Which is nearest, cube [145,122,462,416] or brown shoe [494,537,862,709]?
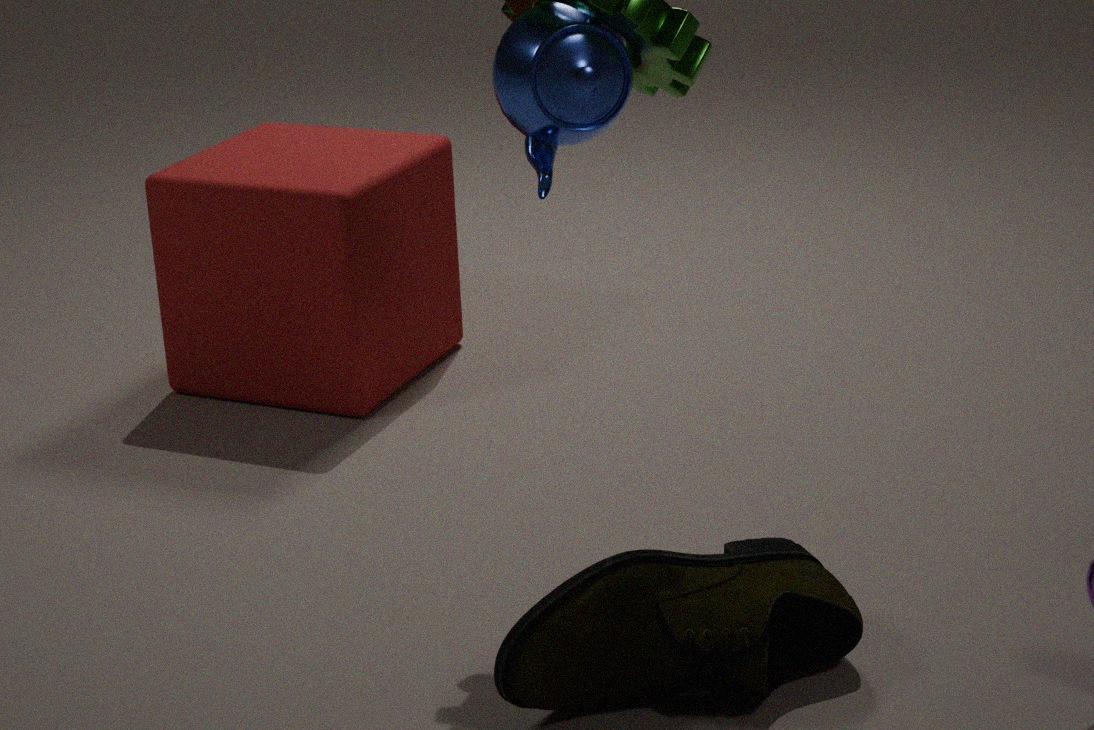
brown shoe [494,537,862,709]
